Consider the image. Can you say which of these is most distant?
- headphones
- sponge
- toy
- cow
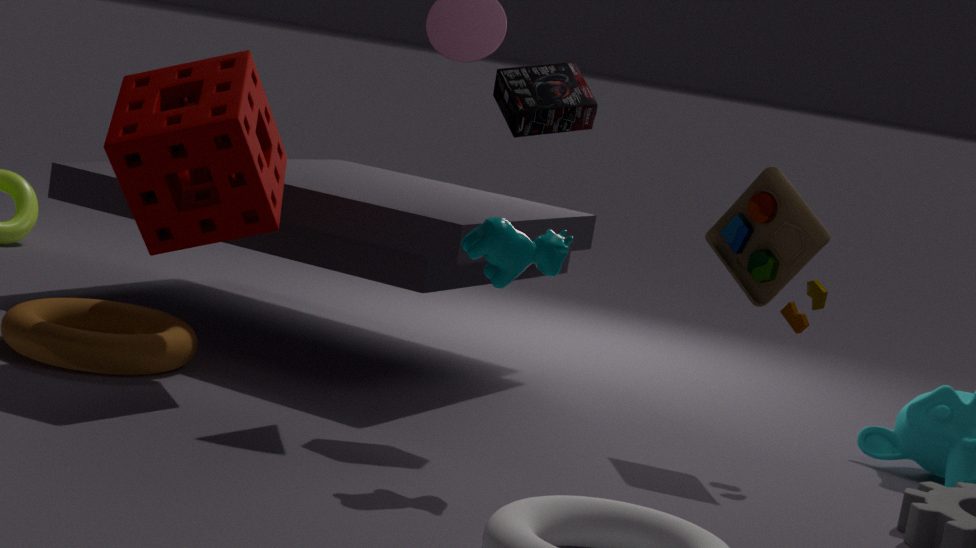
toy
